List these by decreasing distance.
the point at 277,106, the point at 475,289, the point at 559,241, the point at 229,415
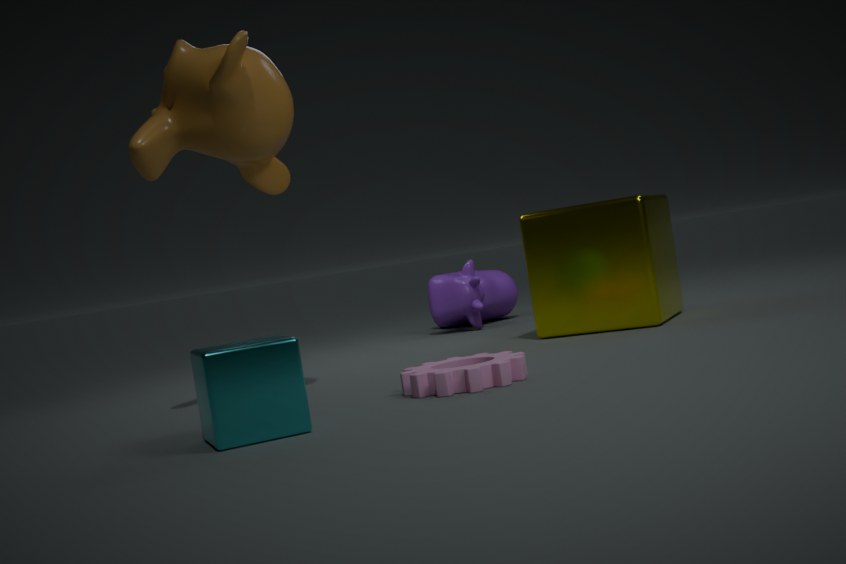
the point at 475,289 → the point at 559,241 → the point at 277,106 → the point at 229,415
